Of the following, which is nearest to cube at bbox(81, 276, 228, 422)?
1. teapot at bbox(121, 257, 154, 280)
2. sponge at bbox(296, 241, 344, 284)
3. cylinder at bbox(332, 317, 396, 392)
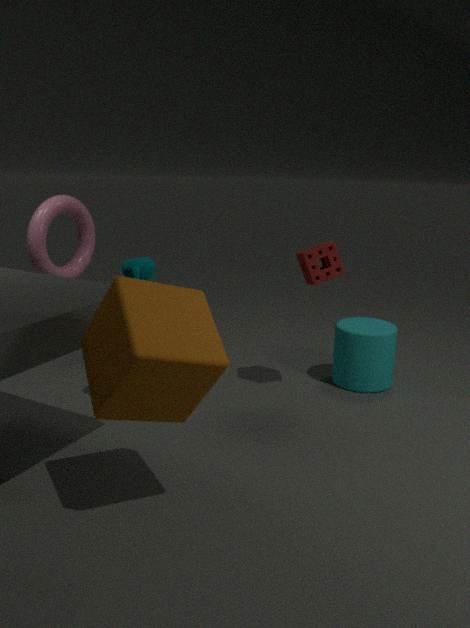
teapot at bbox(121, 257, 154, 280)
